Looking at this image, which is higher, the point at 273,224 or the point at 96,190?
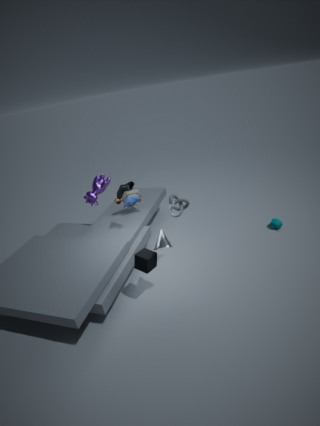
the point at 96,190
